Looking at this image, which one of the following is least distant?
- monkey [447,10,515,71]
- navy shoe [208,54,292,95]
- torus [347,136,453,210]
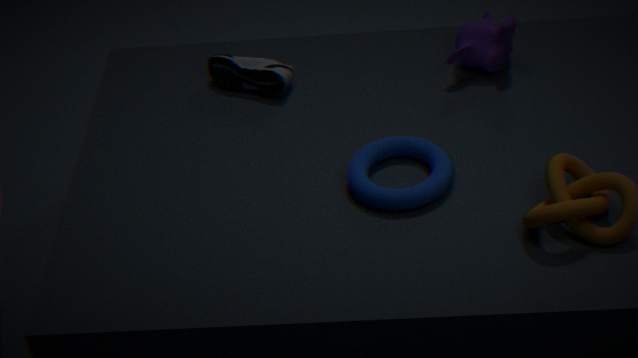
torus [347,136,453,210]
